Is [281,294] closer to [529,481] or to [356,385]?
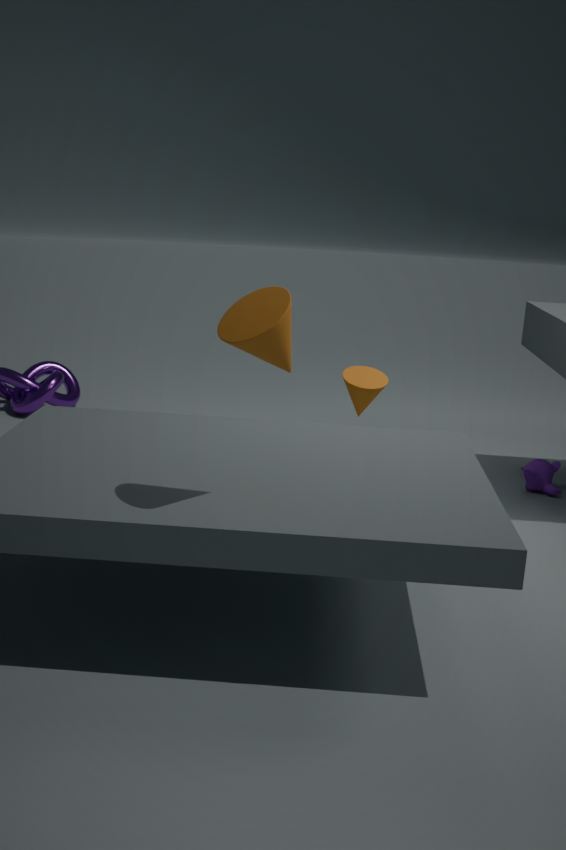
[356,385]
